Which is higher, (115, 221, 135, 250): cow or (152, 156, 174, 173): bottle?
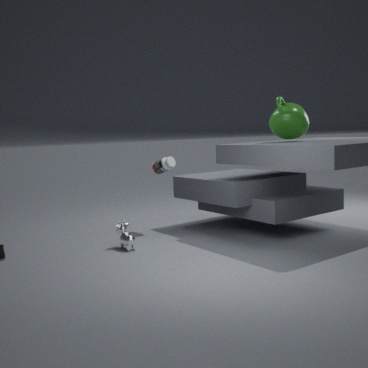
(152, 156, 174, 173): bottle
